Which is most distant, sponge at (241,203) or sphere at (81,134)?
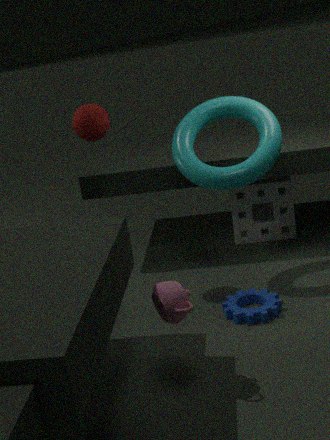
sponge at (241,203)
